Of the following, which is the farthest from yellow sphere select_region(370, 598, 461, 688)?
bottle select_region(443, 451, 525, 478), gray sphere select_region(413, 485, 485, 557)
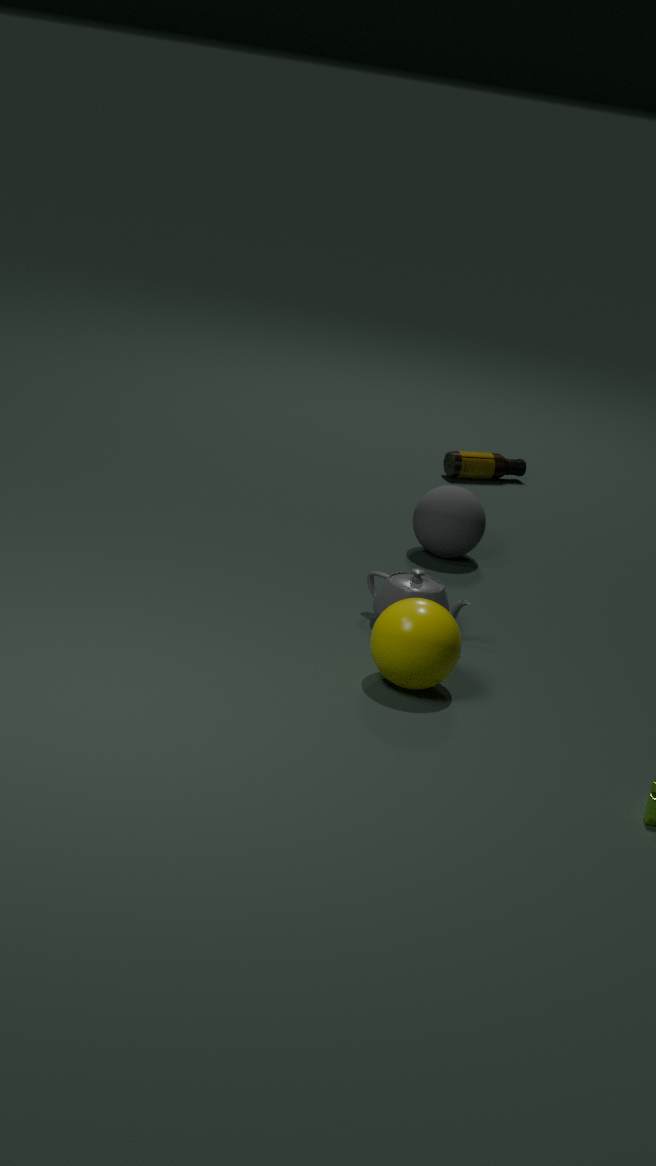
bottle select_region(443, 451, 525, 478)
